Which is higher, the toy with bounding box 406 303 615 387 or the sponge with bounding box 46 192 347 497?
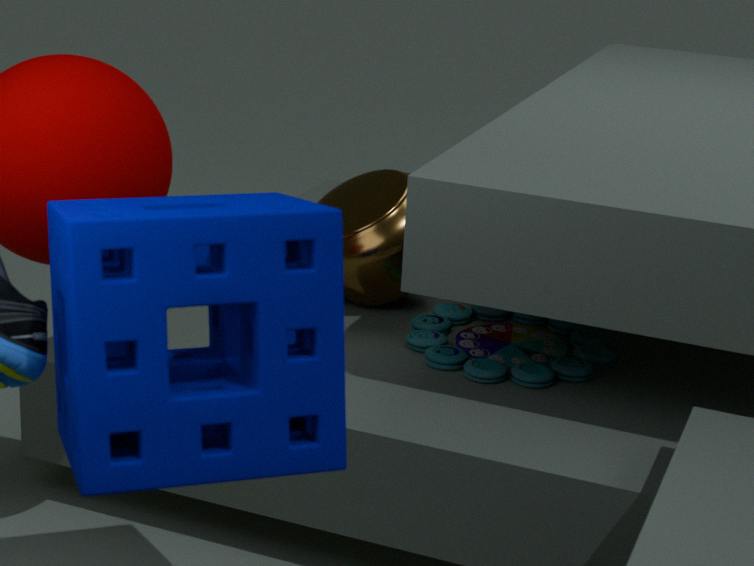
the sponge with bounding box 46 192 347 497
